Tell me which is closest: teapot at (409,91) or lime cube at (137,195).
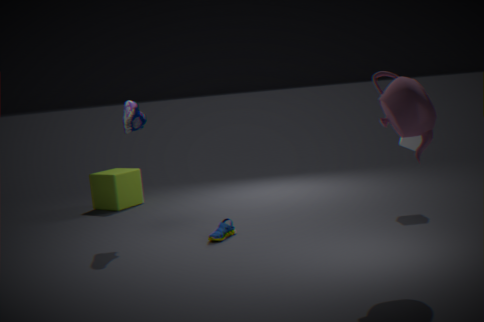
teapot at (409,91)
